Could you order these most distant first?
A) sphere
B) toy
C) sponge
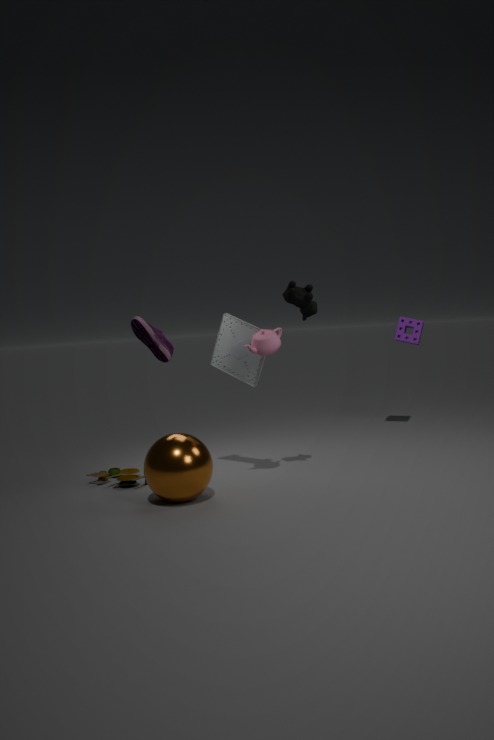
sponge, toy, sphere
